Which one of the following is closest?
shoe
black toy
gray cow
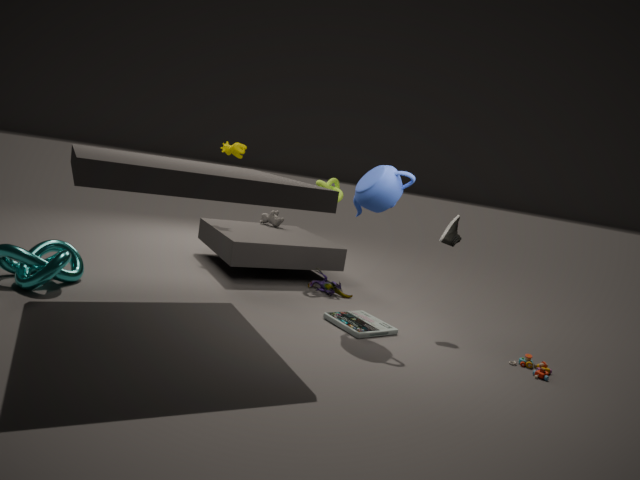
shoe
